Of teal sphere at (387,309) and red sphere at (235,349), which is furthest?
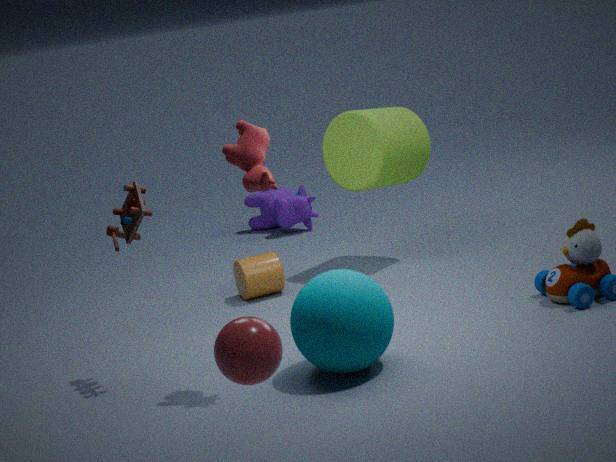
teal sphere at (387,309)
